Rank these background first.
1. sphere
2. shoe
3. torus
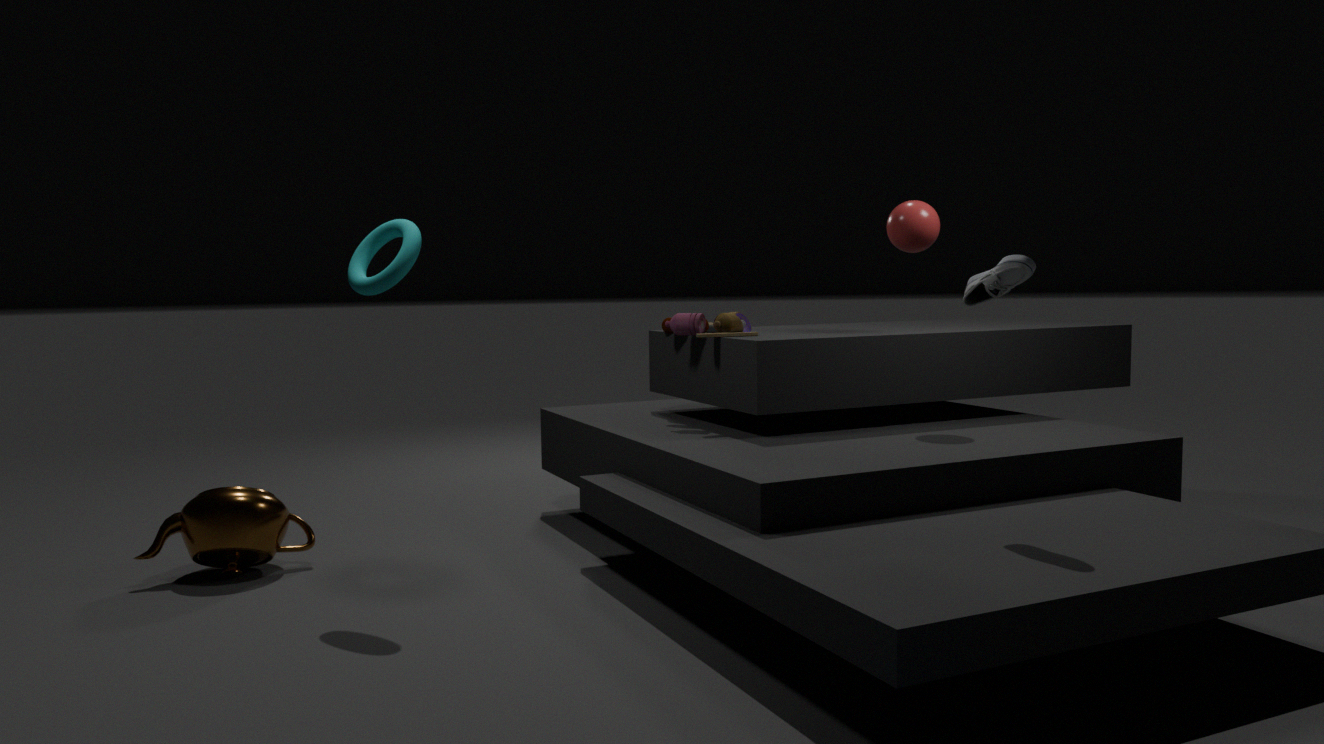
sphere < torus < shoe
